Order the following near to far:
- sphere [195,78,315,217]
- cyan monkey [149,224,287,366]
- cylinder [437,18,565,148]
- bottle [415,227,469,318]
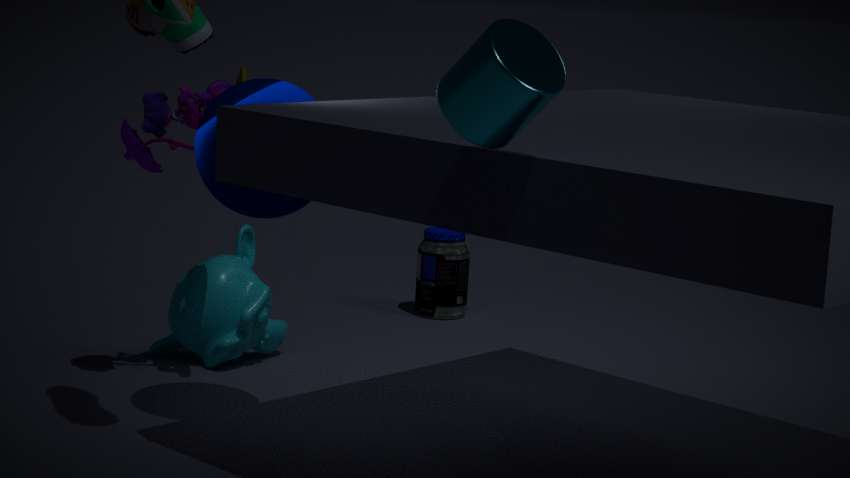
cylinder [437,18,565,148]
sphere [195,78,315,217]
cyan monkey [149,224,287,366]
bottle [415,227,469,318]
